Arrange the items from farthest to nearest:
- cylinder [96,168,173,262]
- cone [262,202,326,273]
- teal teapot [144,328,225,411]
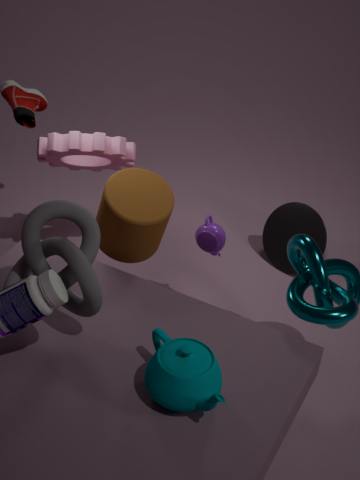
1. cone [262,202,326,273]
2. cylinder [96,168,173,262]
3. teal teapot [144,328,225,411]
